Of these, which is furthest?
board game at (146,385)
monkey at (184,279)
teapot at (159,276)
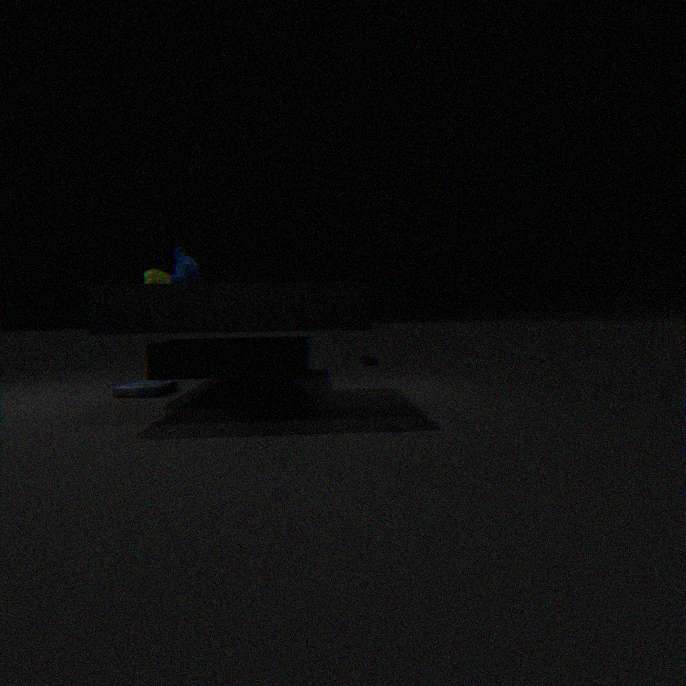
board game at (146,385)
